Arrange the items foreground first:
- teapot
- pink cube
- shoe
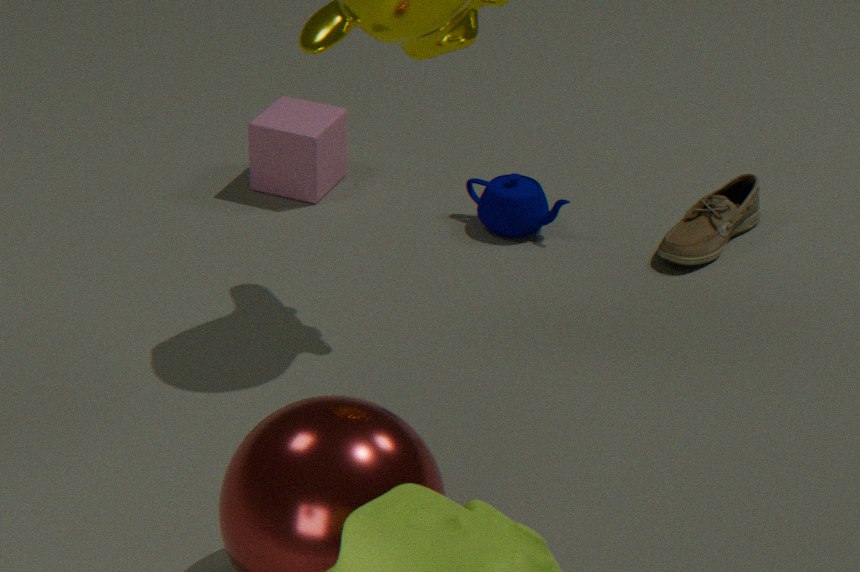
shoe < teapot < pink cube
